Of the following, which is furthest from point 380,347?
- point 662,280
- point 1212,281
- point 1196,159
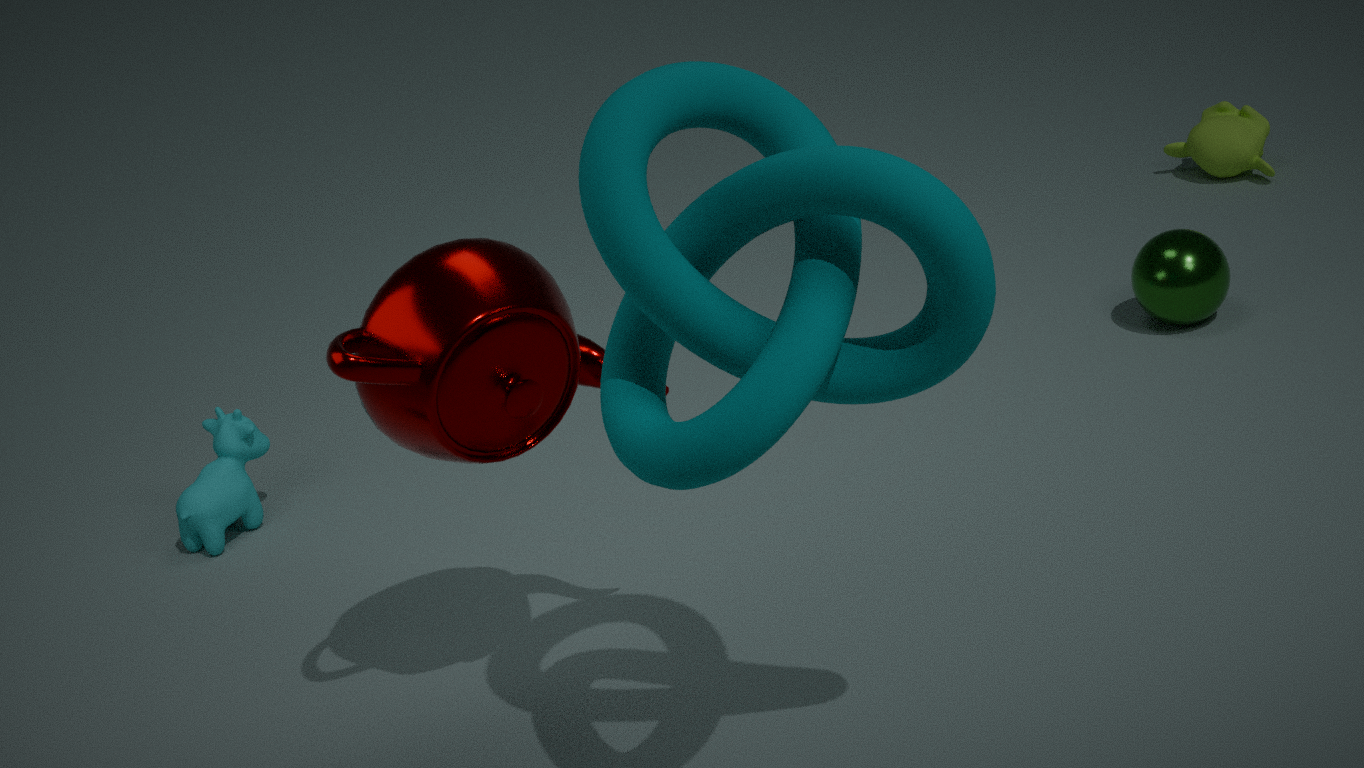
point 1196,159
